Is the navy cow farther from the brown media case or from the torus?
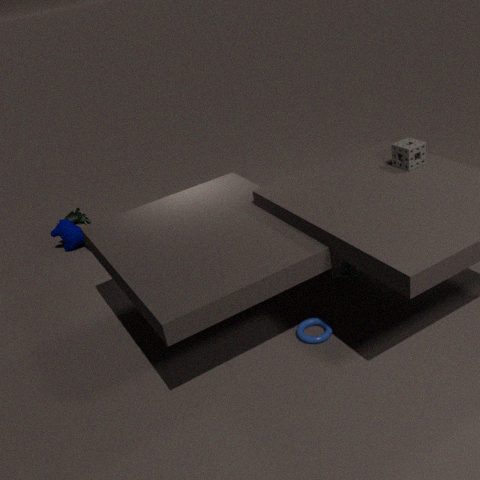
the torus
